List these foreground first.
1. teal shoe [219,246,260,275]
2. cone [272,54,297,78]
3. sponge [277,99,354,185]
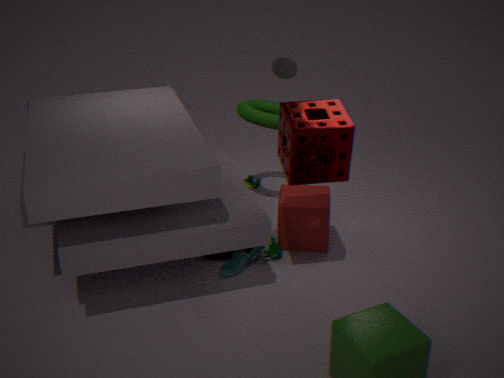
sponge [277,99,354,185] → teal shoe [219,246,260,275] → cone [272,54,297,78]
